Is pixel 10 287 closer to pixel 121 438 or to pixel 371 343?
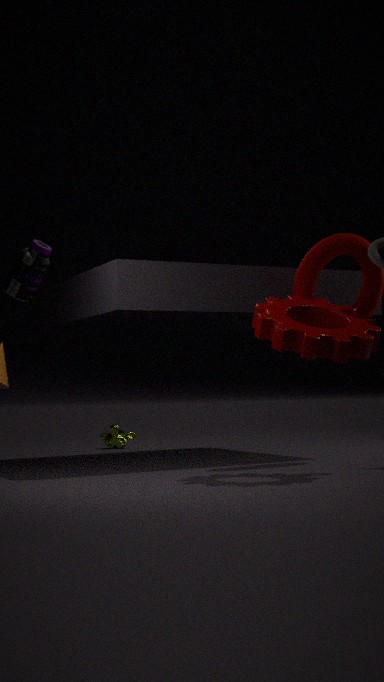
pixel 371 343
